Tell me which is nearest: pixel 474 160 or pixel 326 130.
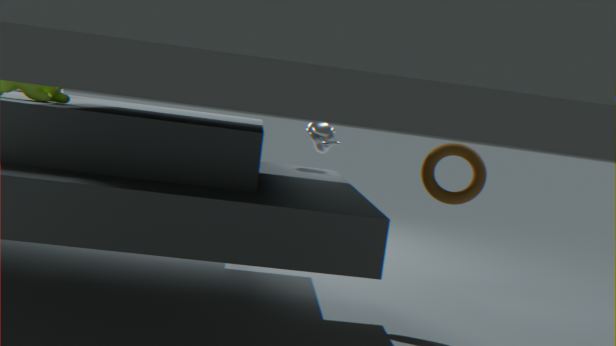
pixel 474 160
